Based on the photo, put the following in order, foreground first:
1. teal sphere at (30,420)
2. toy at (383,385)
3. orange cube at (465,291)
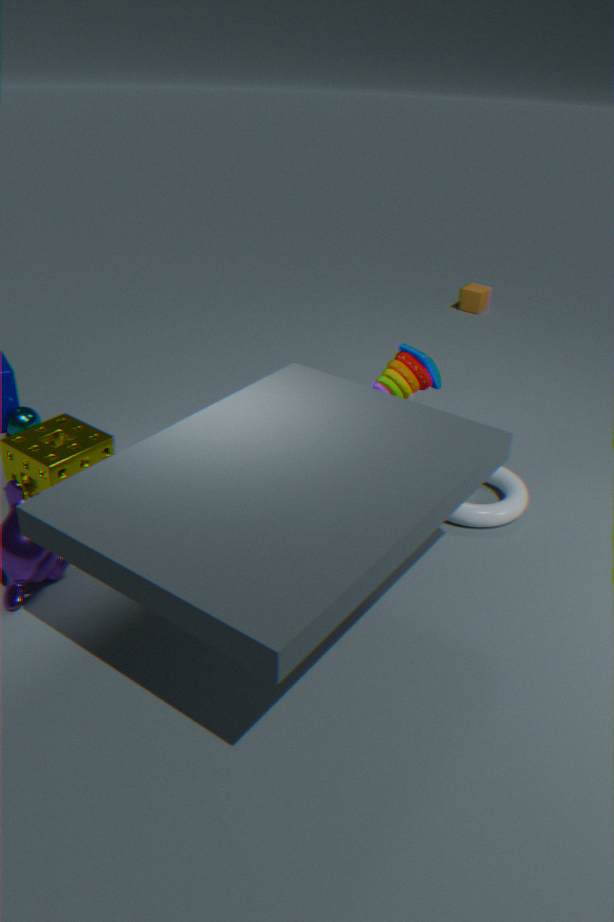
1. toy at (383,385)
2. teal sphere at (30,420)
3. orange cube at (465,291)
